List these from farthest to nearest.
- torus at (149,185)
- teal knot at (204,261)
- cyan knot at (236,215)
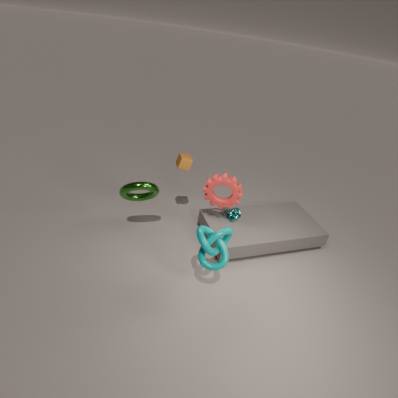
cyan knot at (236,215) < torus at (149,185) < teal knot at (204,261)
